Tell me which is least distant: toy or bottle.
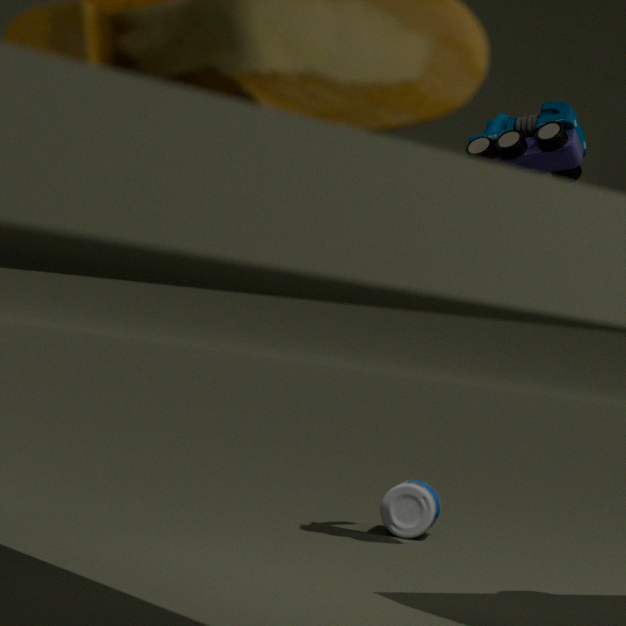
toy
